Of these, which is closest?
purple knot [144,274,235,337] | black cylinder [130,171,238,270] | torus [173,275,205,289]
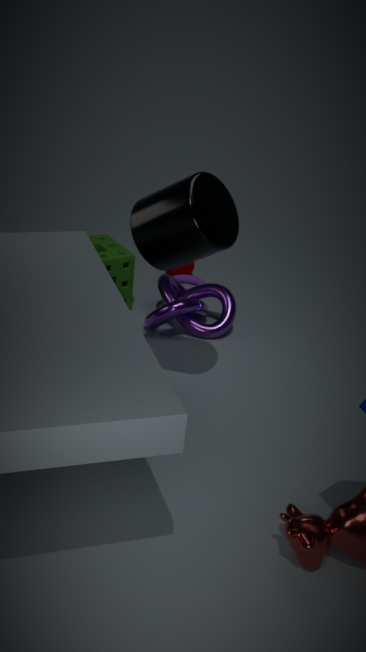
black cylinder [130,171,238,270]
